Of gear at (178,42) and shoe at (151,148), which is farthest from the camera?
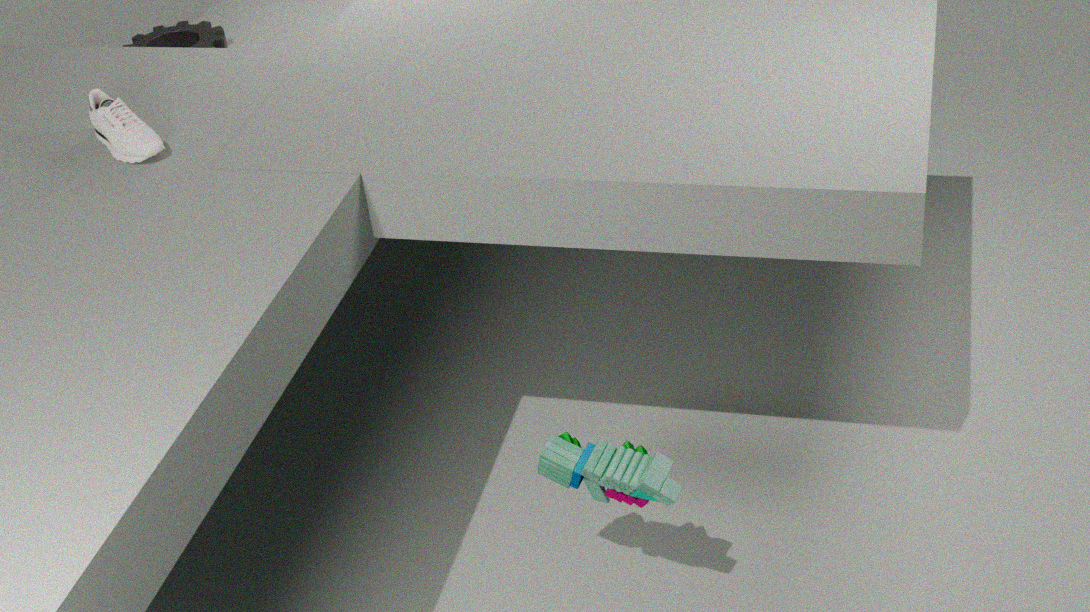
gear at (178,42)
